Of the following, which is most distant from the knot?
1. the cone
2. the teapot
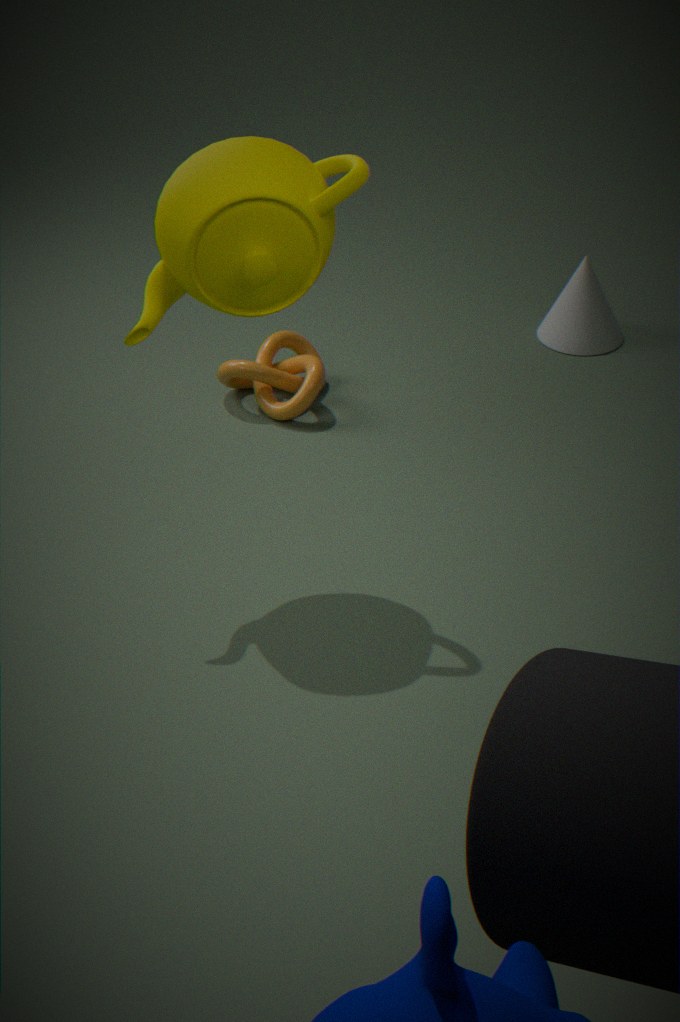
the teapot
